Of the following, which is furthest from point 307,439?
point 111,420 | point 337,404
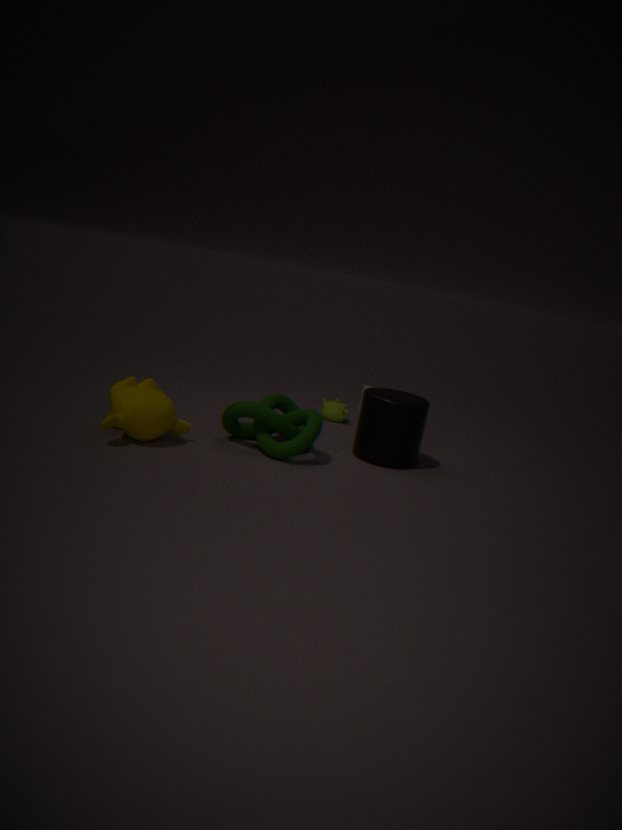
point 337,404
